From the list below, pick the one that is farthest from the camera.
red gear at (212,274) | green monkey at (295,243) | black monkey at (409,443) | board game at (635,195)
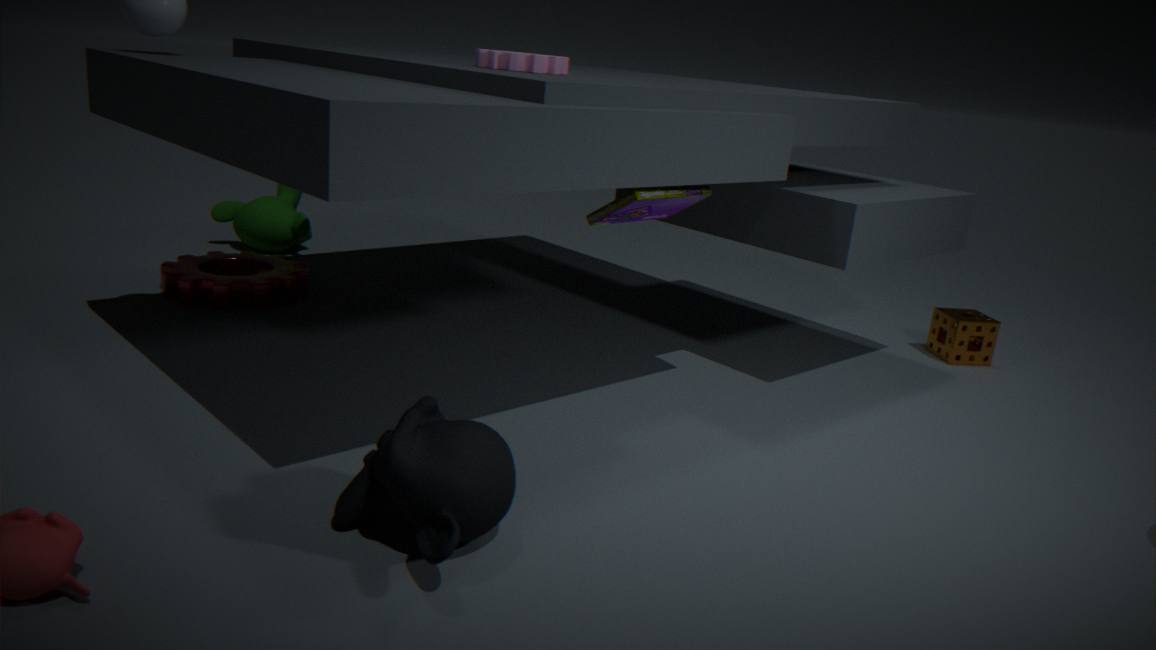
green monkey at (295,243)
